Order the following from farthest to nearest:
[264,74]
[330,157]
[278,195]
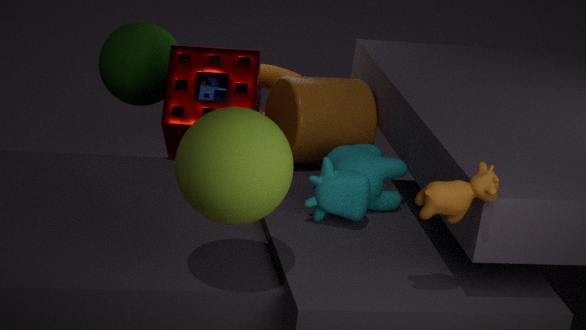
[264,74]
[330,157]
[278,195]
